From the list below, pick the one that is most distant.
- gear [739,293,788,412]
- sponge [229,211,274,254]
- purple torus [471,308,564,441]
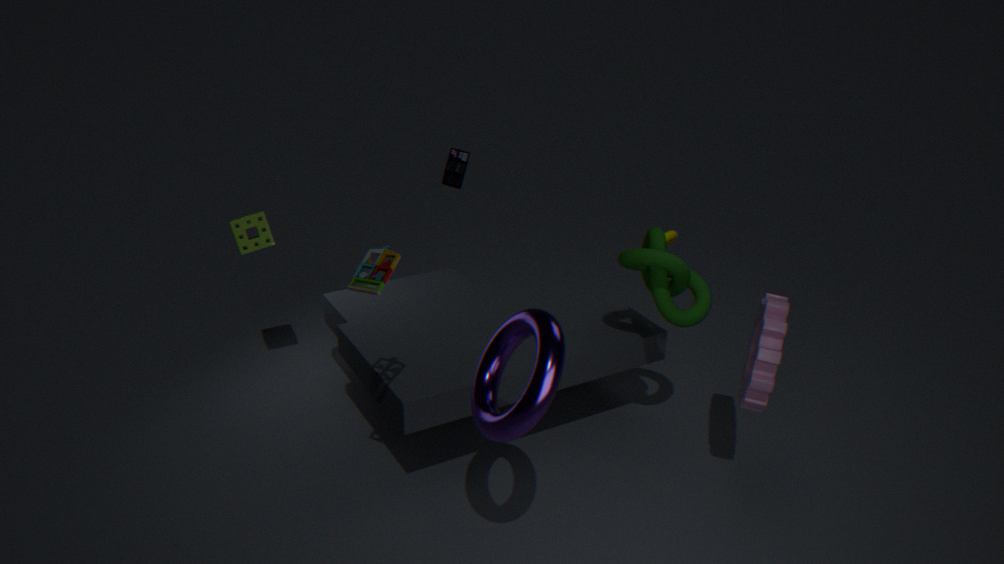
sponge [229,211,274,254]
